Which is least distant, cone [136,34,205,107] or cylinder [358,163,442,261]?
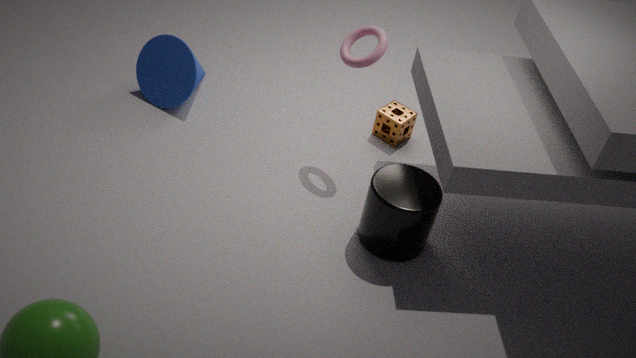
cylinder [358,163,442,261]
